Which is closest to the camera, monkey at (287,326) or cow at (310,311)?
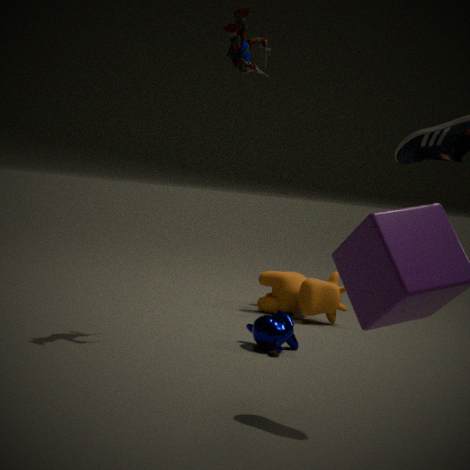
monkey at (287,326)
